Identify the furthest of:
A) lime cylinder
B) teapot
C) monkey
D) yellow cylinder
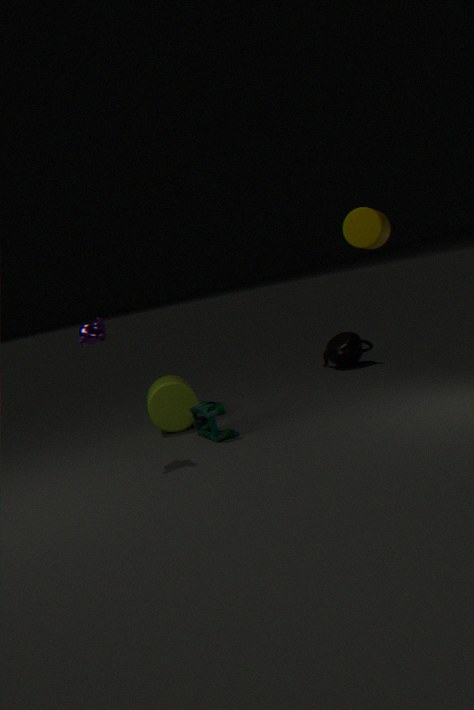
teapot
